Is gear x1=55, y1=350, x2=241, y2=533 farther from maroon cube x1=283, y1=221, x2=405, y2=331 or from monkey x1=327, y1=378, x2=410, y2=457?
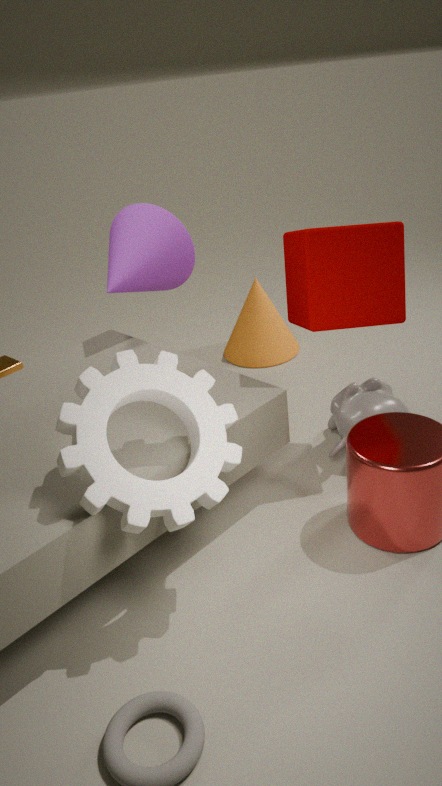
monkey x1=327, y1=378, x2=410, y2=457
